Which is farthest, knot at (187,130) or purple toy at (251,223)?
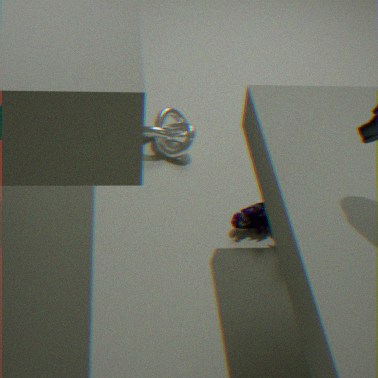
knot at (187,130)
